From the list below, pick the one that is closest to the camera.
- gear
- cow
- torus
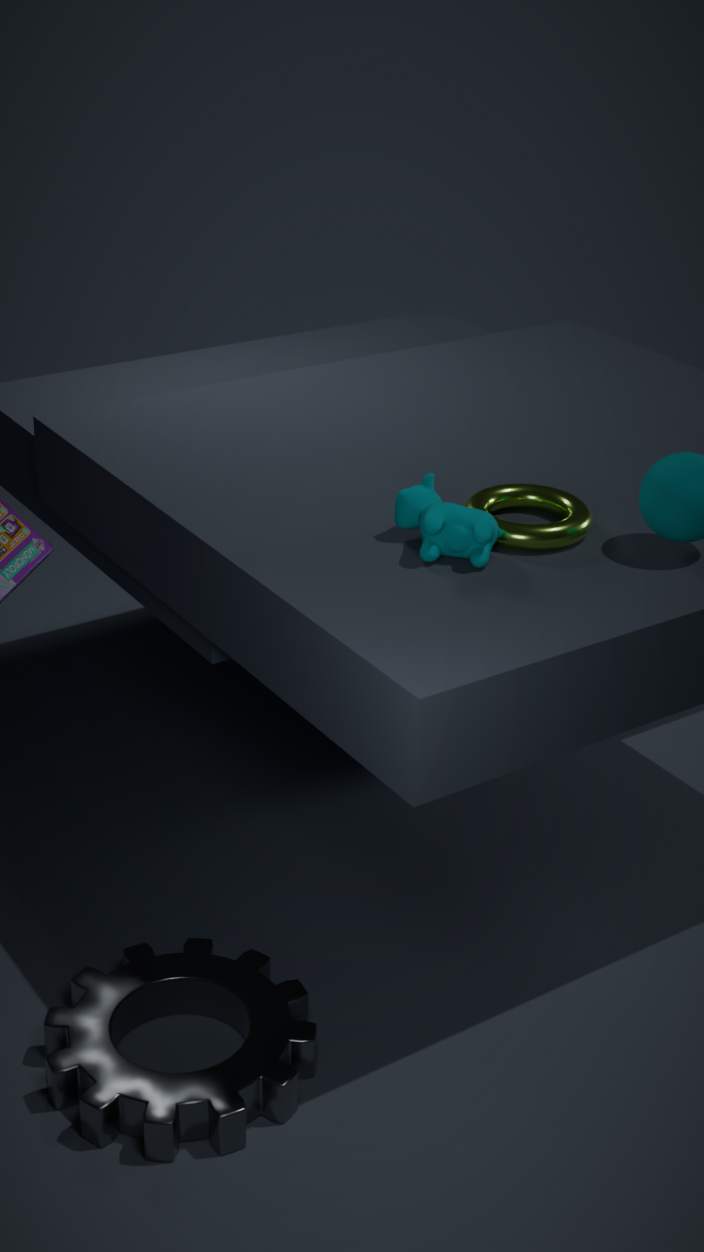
gear
